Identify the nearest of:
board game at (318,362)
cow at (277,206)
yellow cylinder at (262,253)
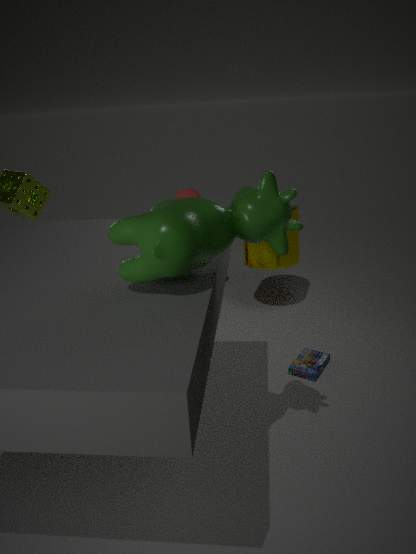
cow at (277,206)
